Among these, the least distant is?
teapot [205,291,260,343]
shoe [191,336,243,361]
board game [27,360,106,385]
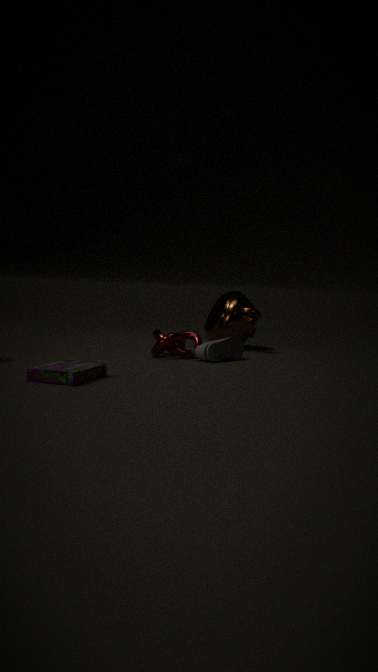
board game [27,360,106,385]
